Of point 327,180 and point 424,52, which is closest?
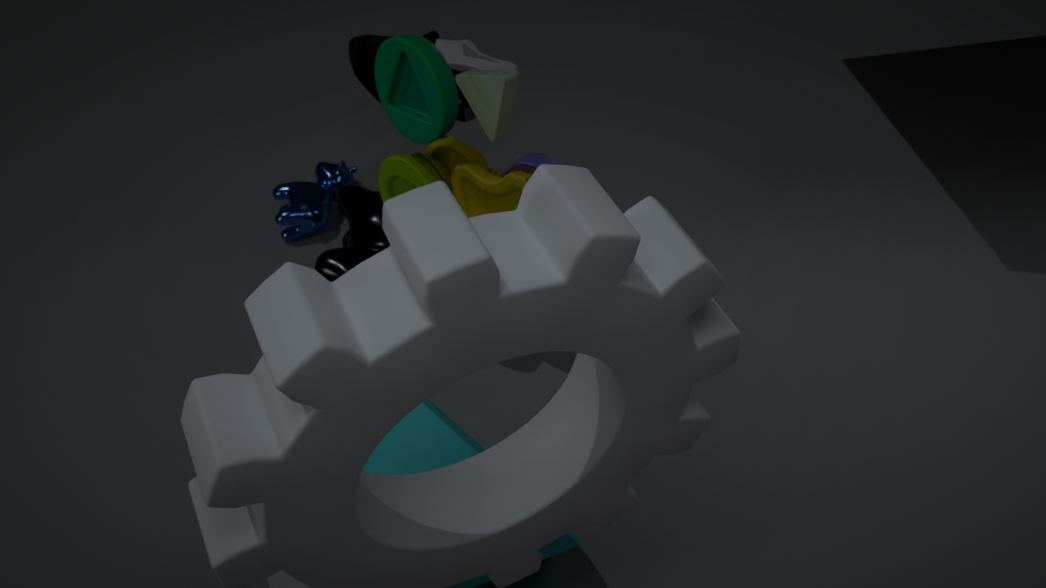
point 424,52
